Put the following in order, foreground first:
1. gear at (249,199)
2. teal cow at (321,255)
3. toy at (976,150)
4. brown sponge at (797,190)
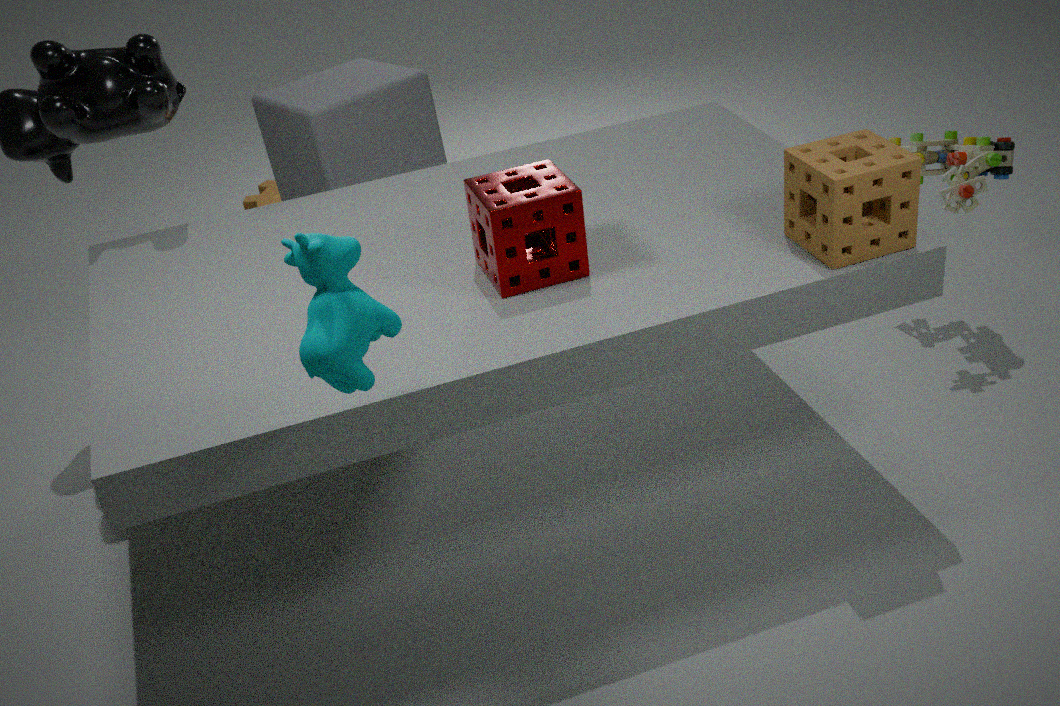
1. teal cow at (321,255)
2. brown sponge at (797,190)
3. toy at (976,150)
4. gear at (249,199)
